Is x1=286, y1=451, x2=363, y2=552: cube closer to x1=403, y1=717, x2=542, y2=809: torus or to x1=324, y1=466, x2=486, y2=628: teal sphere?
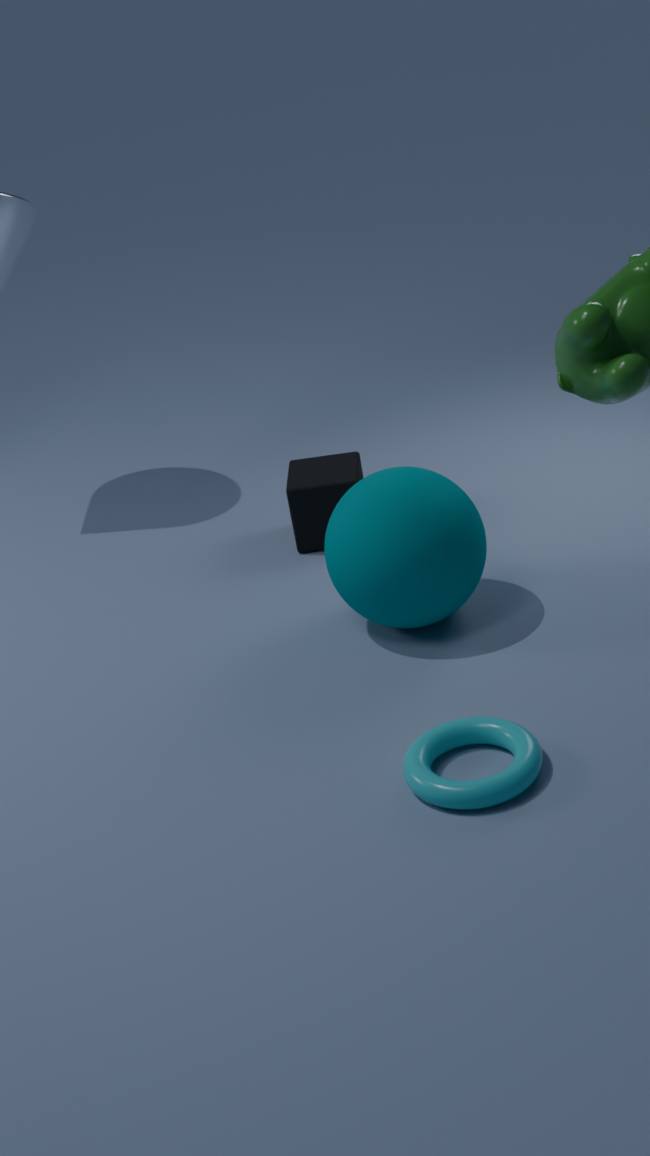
x1=324, y1=466, x2=486, y2=628: teal sphere
